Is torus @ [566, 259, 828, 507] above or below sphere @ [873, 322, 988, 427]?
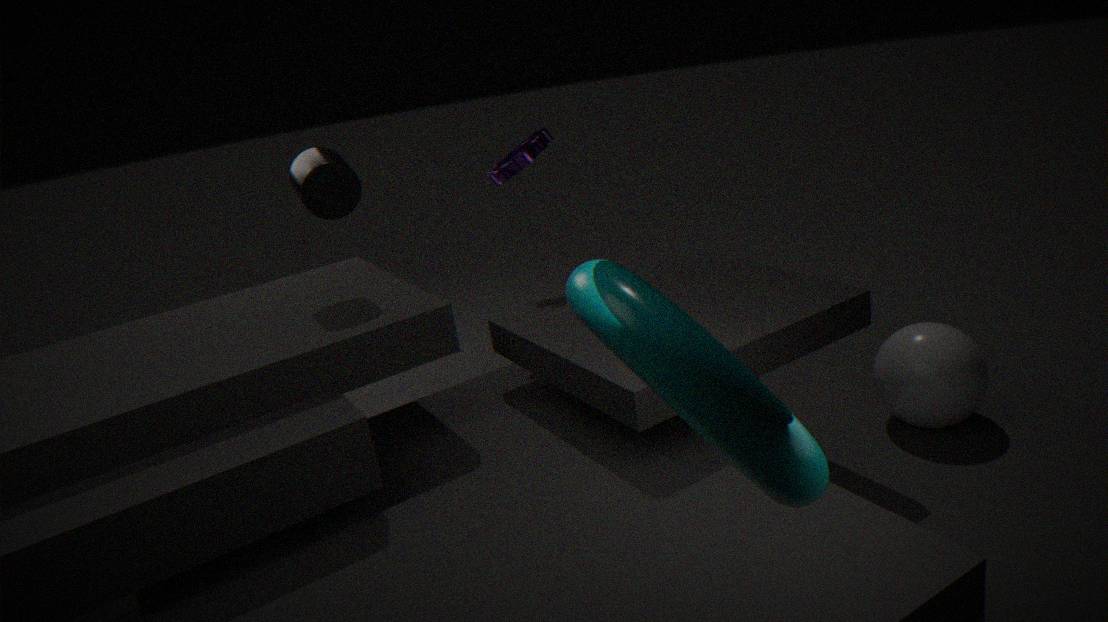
above
